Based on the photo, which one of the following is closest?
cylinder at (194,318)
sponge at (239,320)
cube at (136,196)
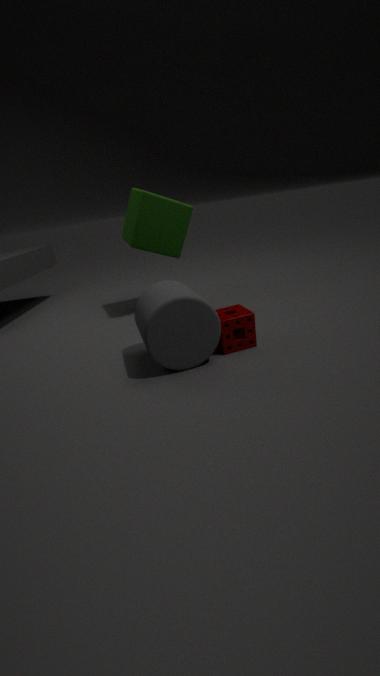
cylinder at (194,318)
